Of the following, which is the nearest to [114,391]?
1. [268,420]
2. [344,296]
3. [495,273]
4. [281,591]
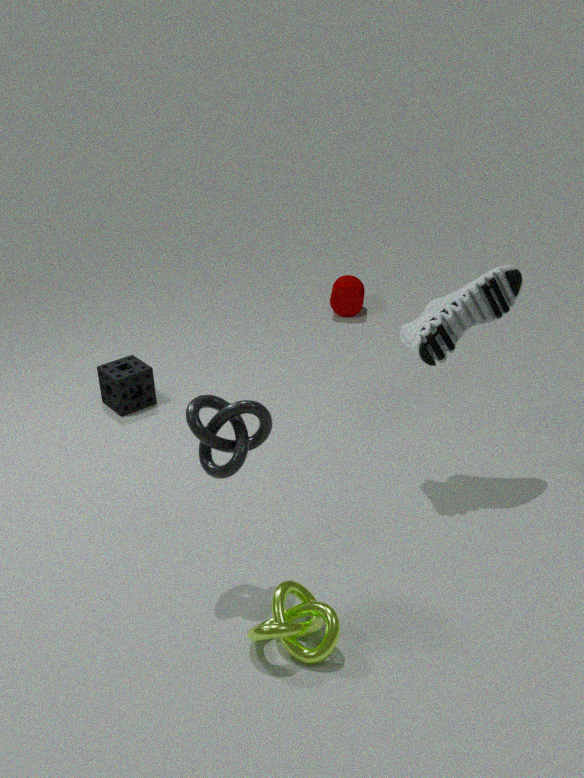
[268,420]
